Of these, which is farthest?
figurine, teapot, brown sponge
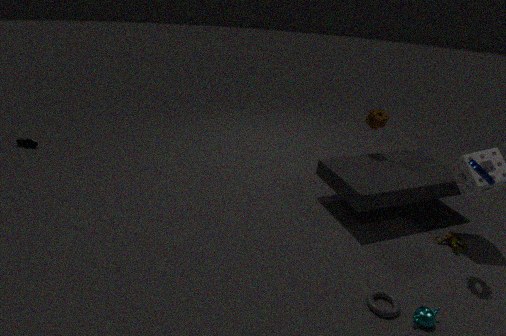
brown sponge
